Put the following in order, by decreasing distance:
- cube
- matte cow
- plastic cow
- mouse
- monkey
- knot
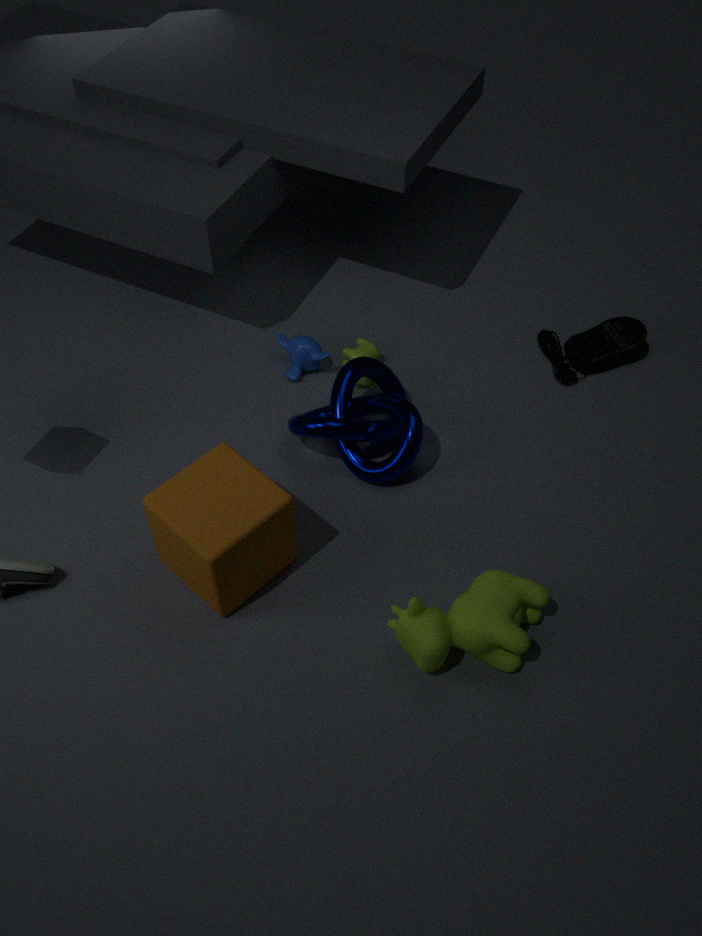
mouse → monkey → plastic cow → knot → cube → matte cow
